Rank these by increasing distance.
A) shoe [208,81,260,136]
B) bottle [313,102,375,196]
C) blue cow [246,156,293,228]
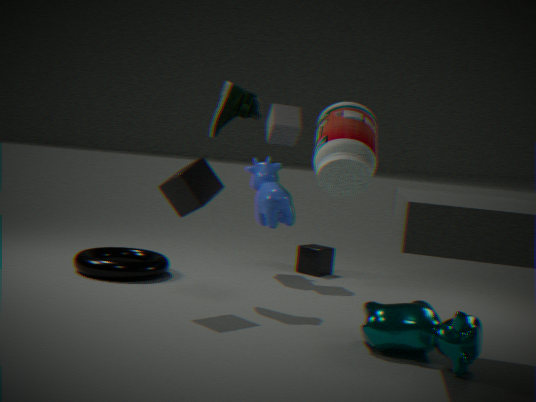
bottle [313,102,375,196]
shoe [208,81,260,136]
blue cow [246,156,293,228]
